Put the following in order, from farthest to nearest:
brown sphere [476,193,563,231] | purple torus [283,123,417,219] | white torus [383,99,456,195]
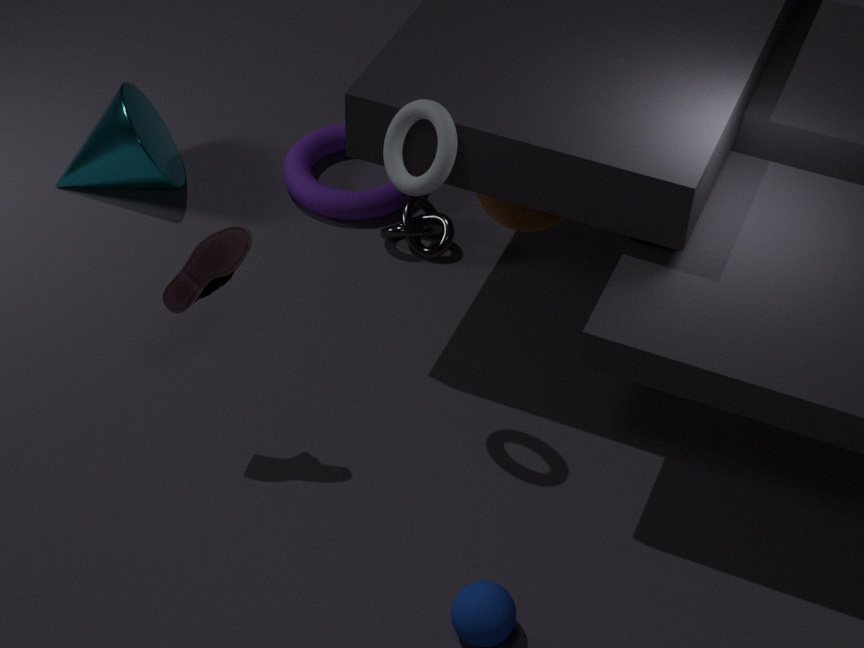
purple torus [283,123,417,219], brown sphere [476,193,563,231], white torus [383,99,456,195]
